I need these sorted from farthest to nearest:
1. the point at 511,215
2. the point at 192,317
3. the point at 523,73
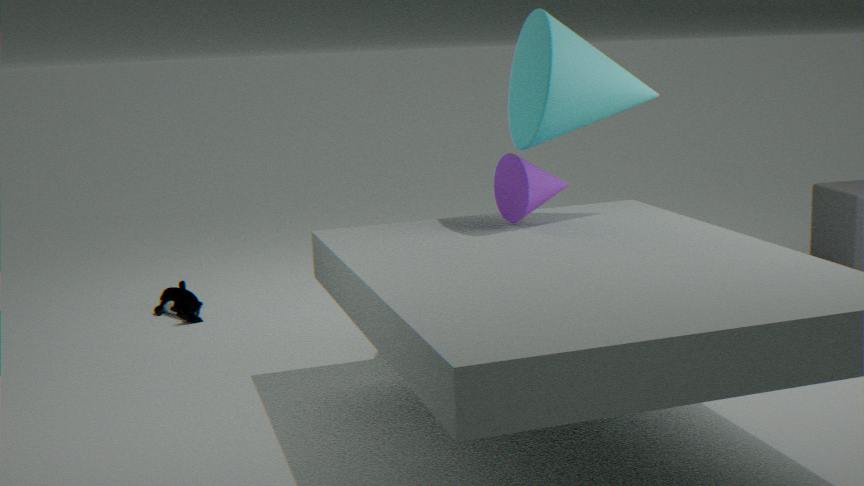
1. the point at 192,317
2. the point at 523,73
3. the point at 511,215
